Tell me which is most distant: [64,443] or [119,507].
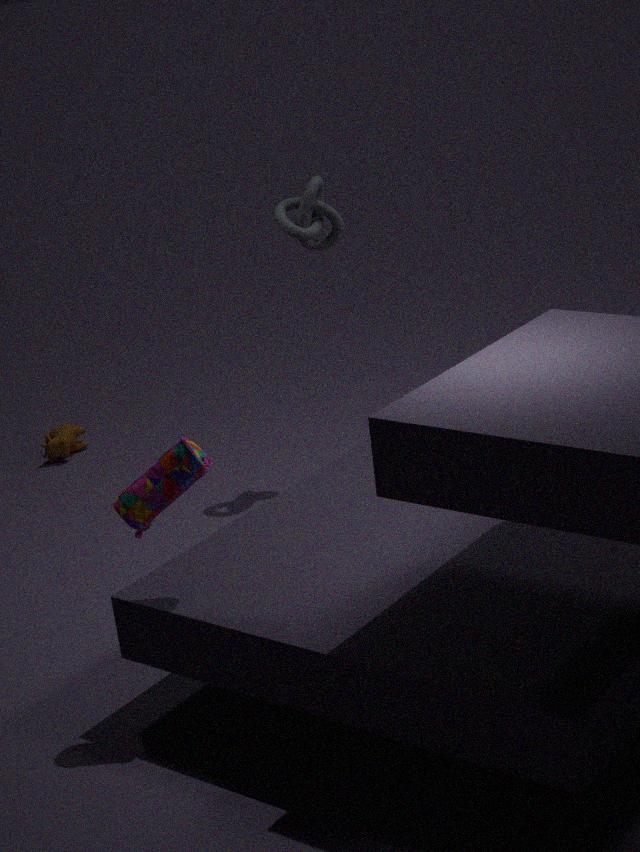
[64,443]
